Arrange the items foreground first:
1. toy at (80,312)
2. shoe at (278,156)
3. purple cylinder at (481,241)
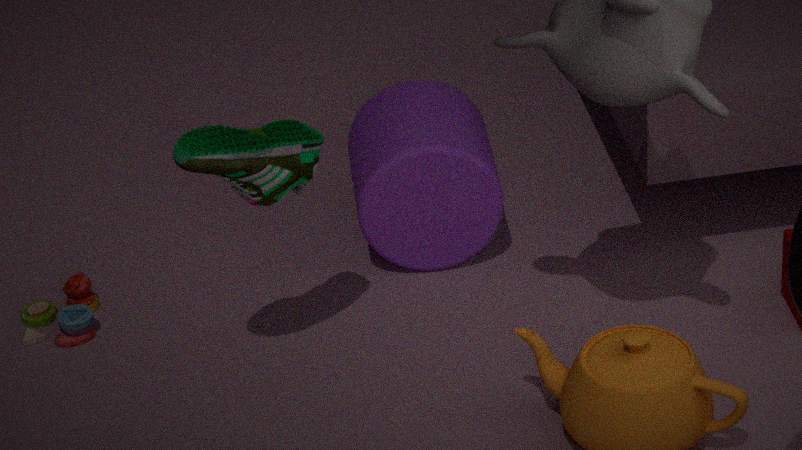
shoe at (278,156), toy at (80,312), purple cylinder at (481,241)
